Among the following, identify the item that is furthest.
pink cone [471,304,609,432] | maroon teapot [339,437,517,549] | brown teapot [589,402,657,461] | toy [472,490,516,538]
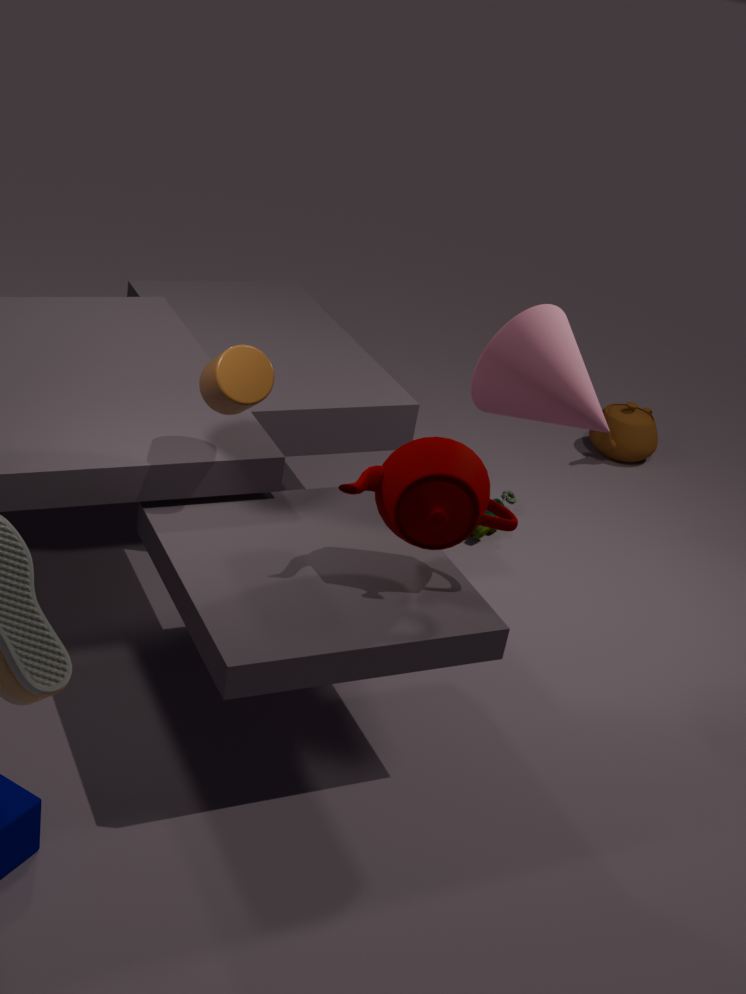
brown teapot [589,402,657,461]
